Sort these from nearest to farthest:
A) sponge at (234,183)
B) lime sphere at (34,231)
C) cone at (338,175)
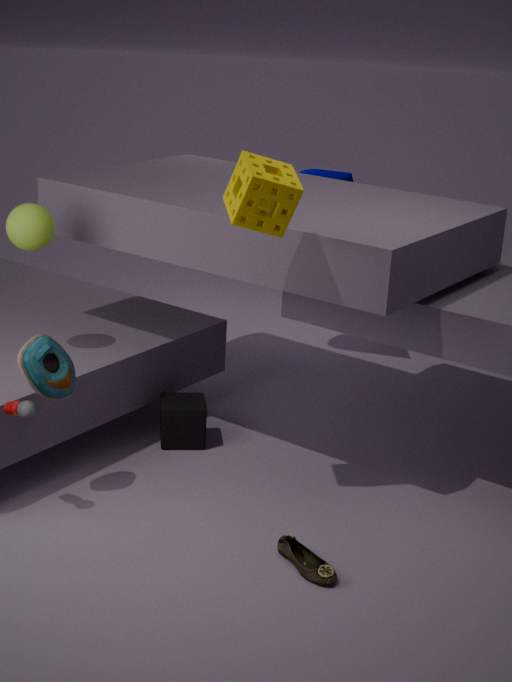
1. sponge at (234,183)
2. lime sphere at (34,231)
3. cone at (338,175)
